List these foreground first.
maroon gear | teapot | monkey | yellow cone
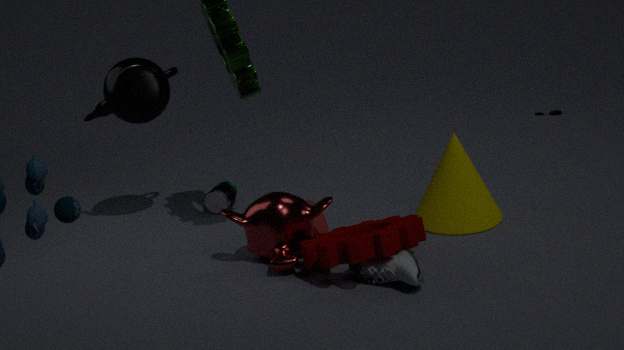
maroon gear, monkey, yellow cone, teapot
